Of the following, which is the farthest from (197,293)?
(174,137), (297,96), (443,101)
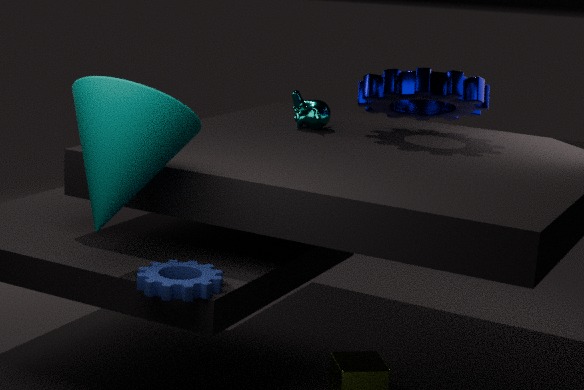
(443,101)
